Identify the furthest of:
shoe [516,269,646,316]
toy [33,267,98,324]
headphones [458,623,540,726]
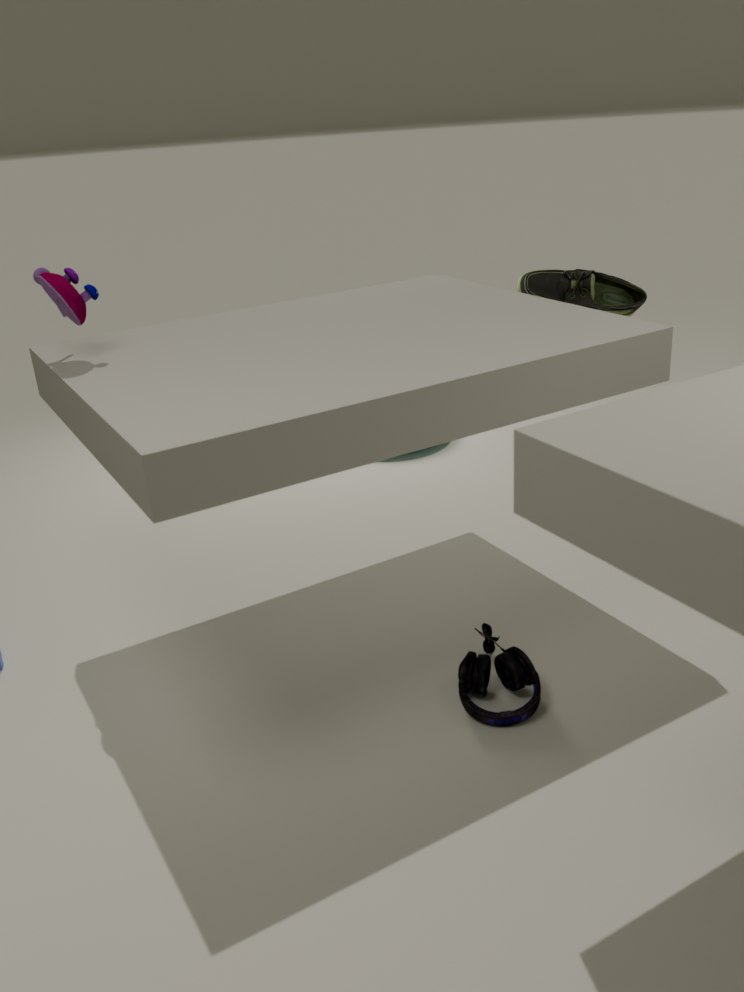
shoe [516,269,646,316]
